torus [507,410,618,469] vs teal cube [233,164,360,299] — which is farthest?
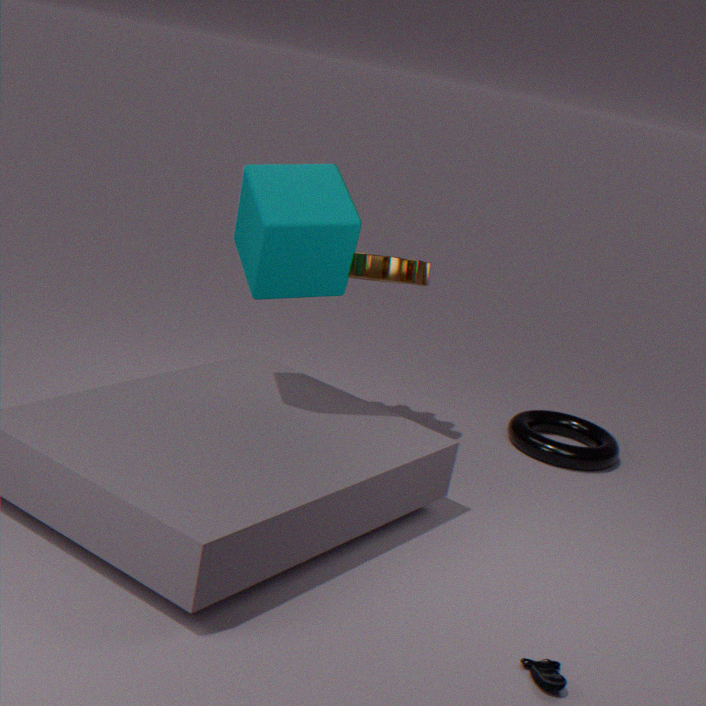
torus [507,410,618,469]
